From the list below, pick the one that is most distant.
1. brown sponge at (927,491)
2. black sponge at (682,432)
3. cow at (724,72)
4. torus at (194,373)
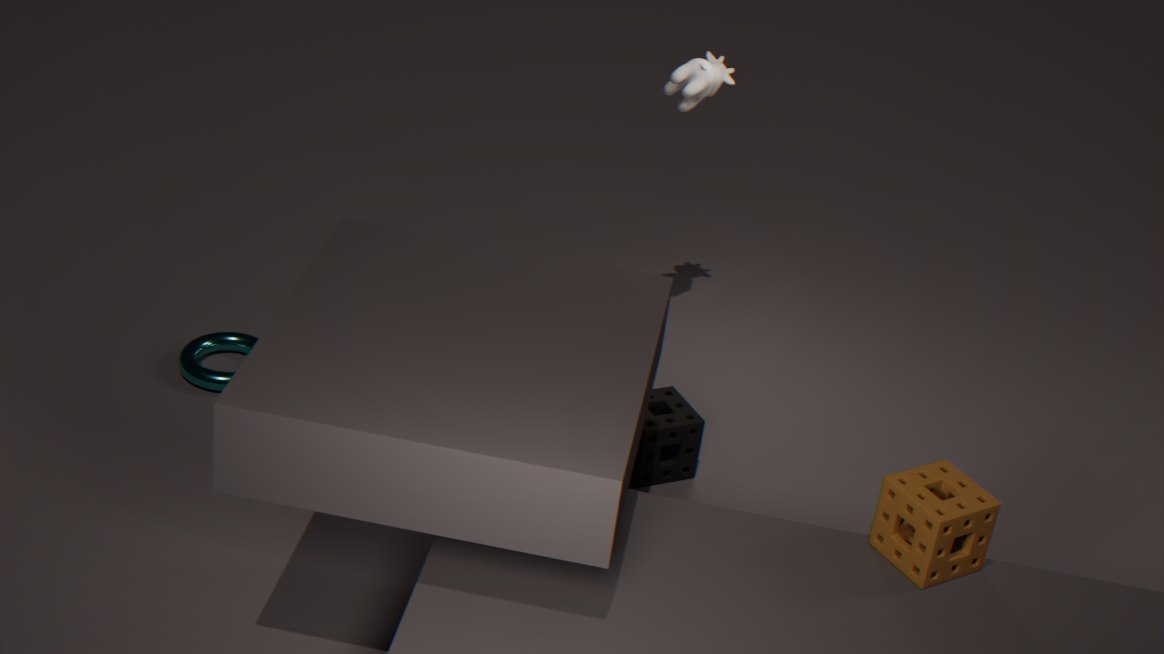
cow at (724,72)
